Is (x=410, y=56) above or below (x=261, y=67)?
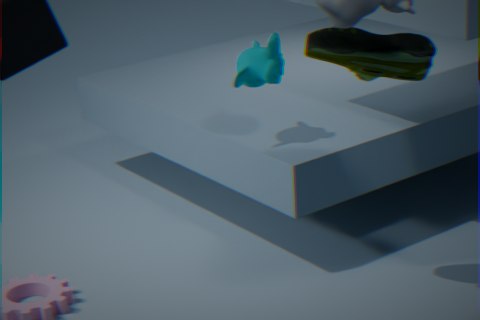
above
